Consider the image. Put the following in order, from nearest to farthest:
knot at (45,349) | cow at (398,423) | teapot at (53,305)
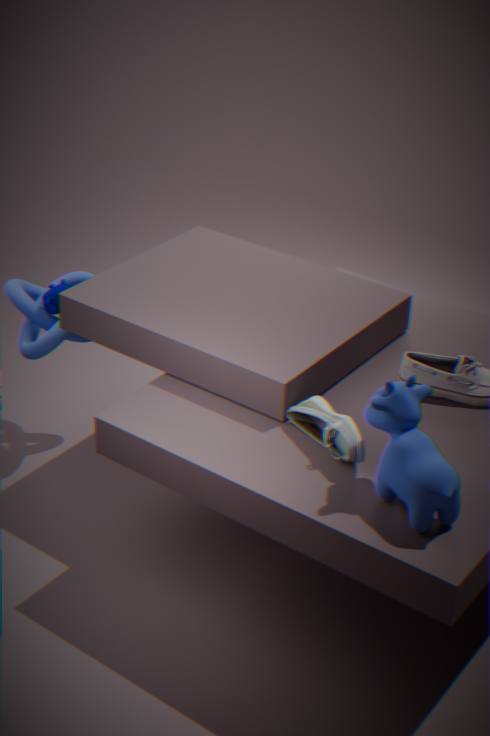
1. cow at (398,423)
2. knot at (45,349)
3. teapot at (53,305)
